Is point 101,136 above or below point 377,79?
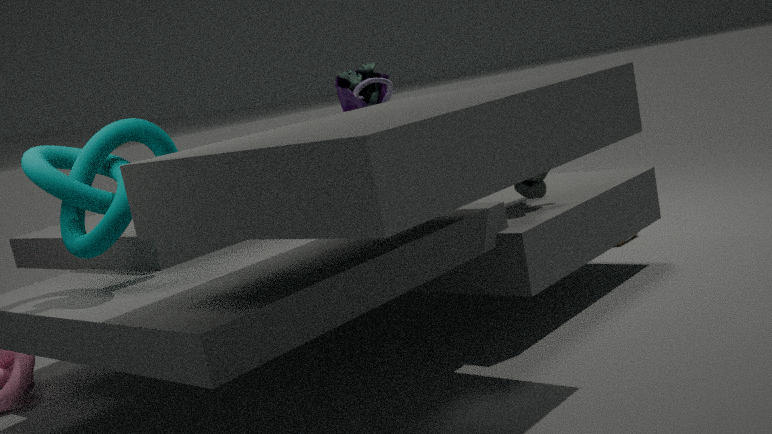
above
